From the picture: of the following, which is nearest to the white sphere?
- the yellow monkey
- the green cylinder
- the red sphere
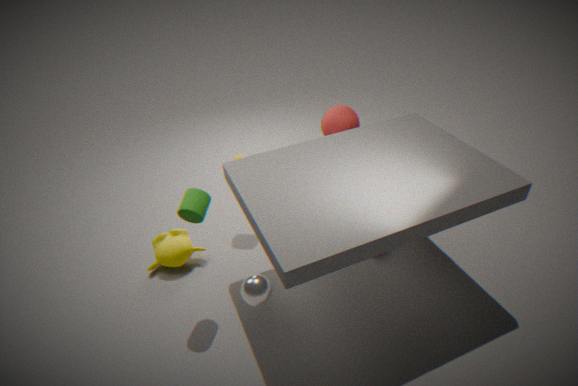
the green cylinder
